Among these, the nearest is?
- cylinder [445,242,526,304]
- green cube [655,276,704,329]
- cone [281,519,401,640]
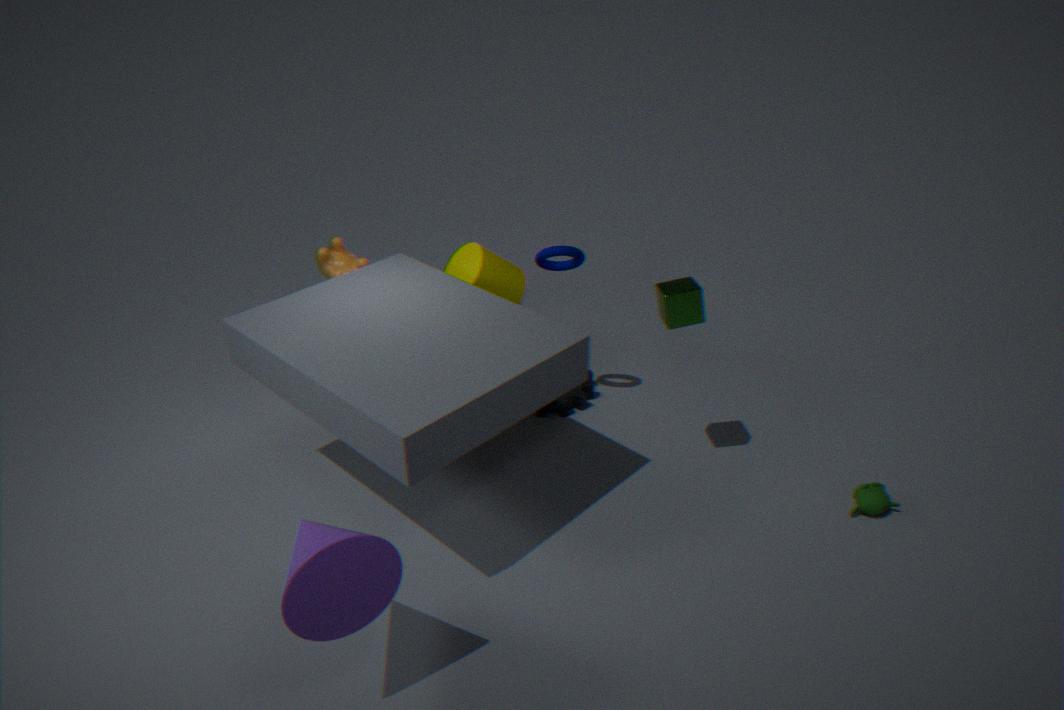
cone [281,519,401,640]
